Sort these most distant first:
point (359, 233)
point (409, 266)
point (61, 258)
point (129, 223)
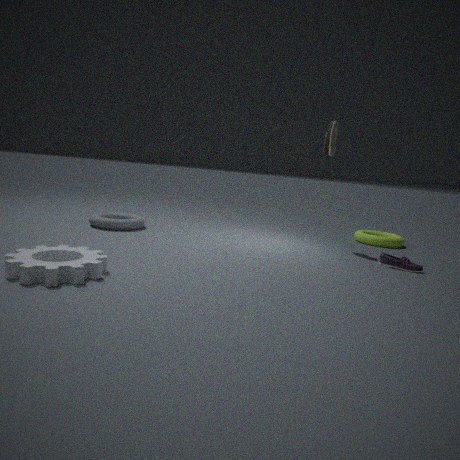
1. point (359, 233)
2. point (129, 223)
3. point (409, 266)
4. point (61, 258)
